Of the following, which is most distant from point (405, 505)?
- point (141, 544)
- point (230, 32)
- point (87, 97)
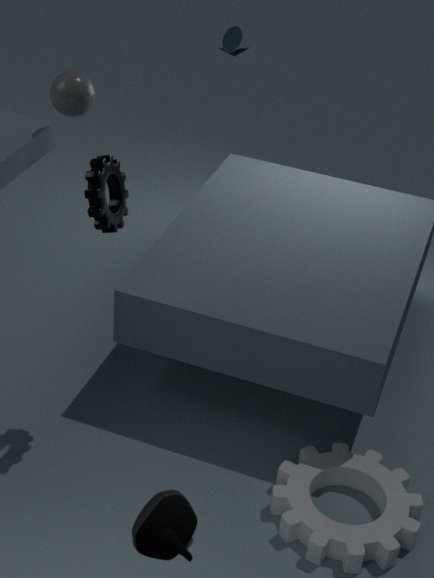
point (230, 32)
